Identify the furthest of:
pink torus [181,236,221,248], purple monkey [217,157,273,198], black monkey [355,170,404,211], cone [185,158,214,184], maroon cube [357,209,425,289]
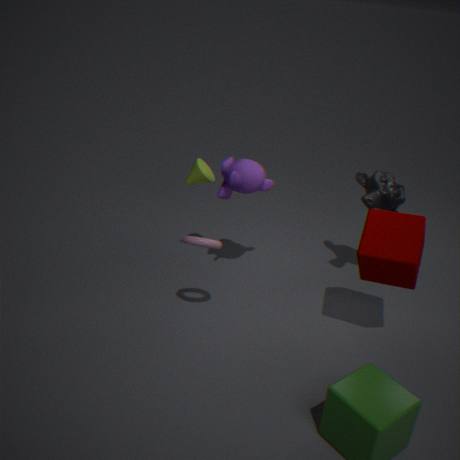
cone [185,158,214,184]
